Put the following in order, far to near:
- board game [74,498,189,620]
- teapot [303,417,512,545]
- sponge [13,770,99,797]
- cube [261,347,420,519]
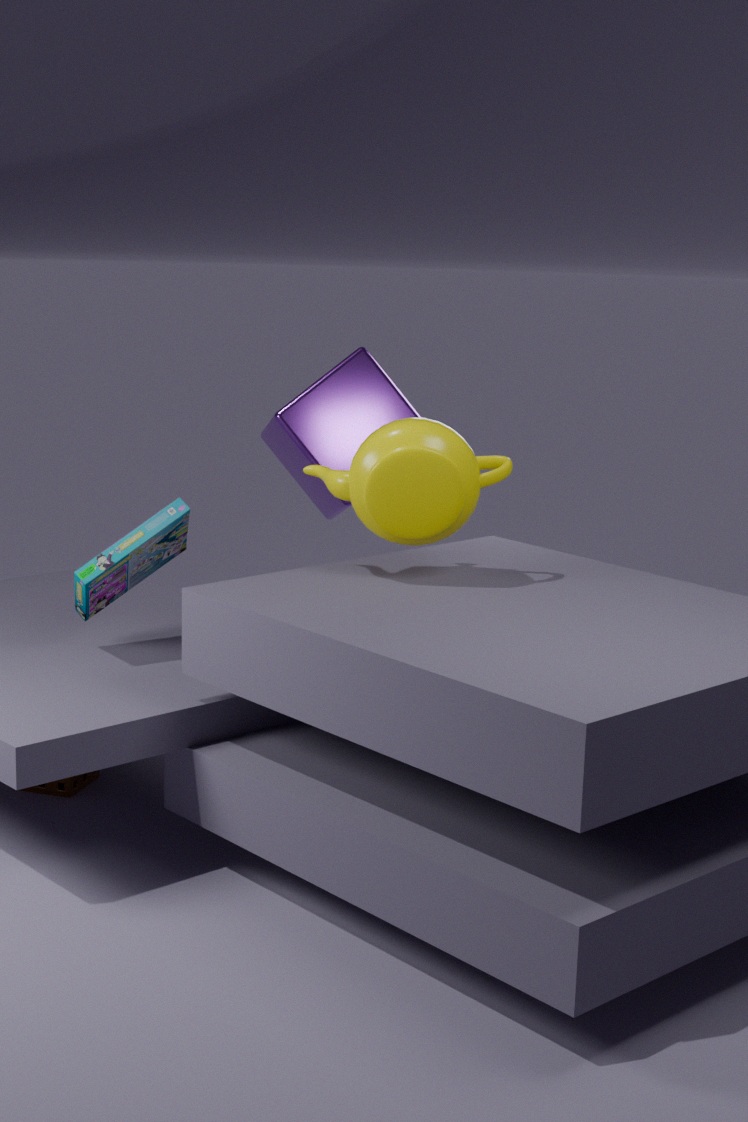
cube [261,347,420,519] → sponge [13,770,99,797] → board game [74,498,189,620] → teapot [303,417,512,545]
